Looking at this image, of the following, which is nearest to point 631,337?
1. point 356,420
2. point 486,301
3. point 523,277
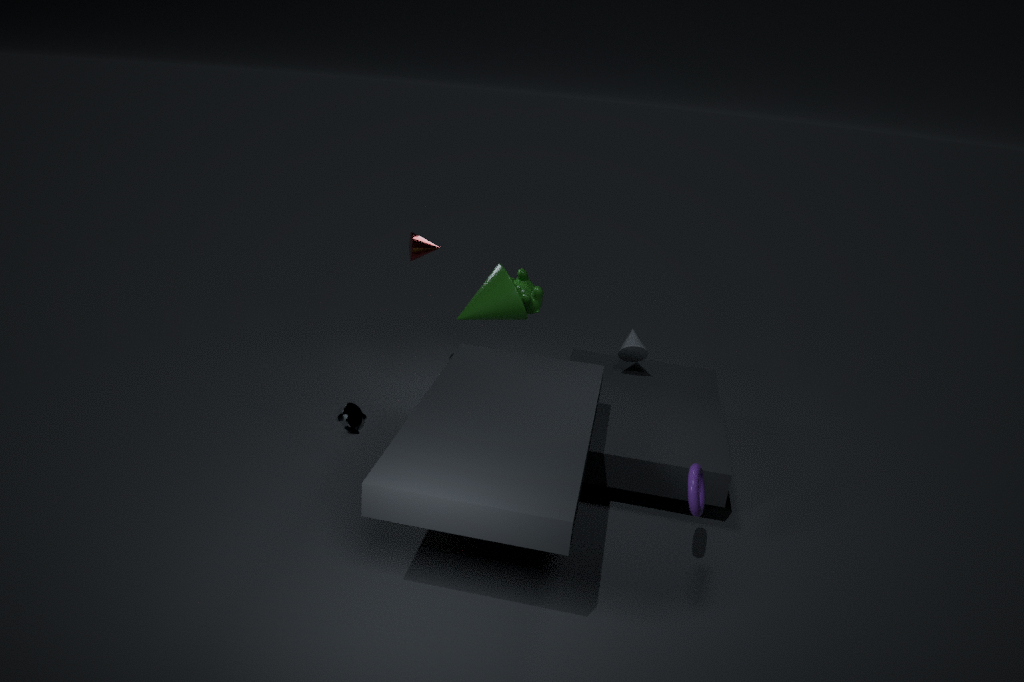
point 523,277
